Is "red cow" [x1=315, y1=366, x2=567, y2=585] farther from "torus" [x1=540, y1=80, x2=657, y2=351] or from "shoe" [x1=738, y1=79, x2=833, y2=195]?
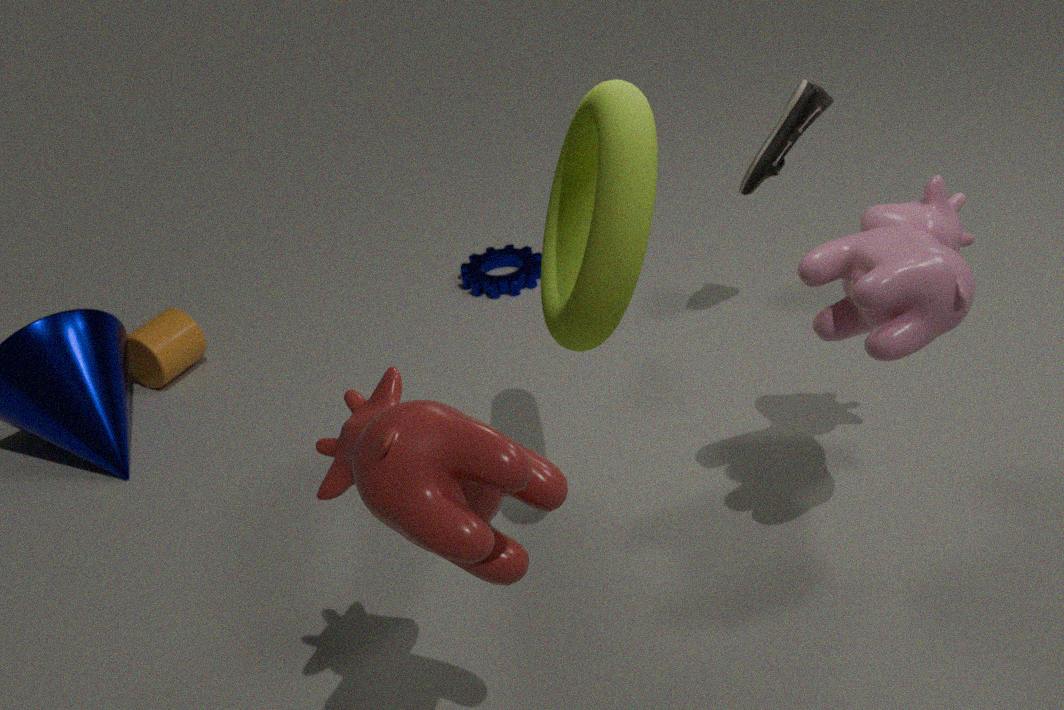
"shoe" [x1=738, y1=79, x2=833, y2=195]
